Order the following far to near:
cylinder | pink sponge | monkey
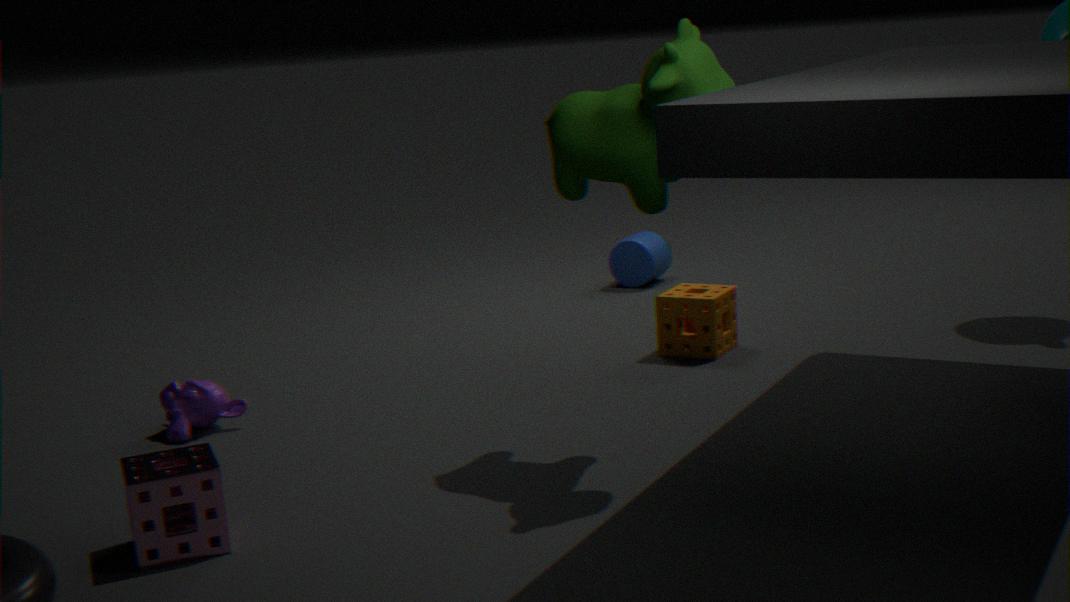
cylinder → monkey → pink sponge
